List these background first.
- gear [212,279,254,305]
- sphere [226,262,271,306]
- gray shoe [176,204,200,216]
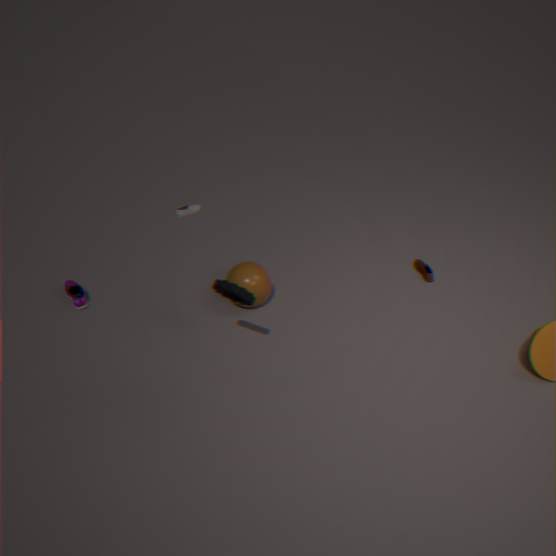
1. gray shoe [176,204,200,216]
2. sphere [226,262,271,306]
3. gear [212,279,254,305]
